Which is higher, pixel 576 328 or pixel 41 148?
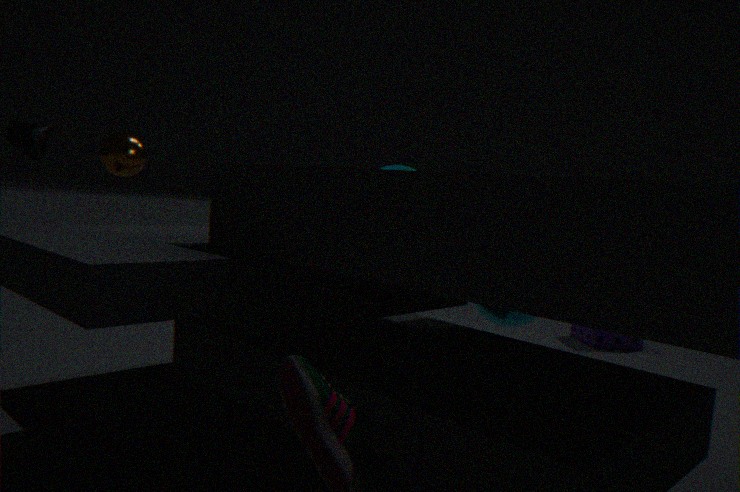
pixel 41 148
